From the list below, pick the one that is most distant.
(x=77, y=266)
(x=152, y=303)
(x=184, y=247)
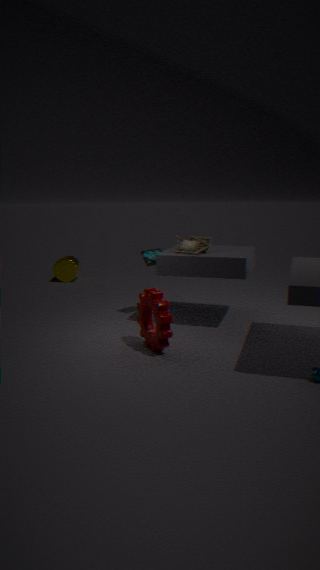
(x=77, y=266)
